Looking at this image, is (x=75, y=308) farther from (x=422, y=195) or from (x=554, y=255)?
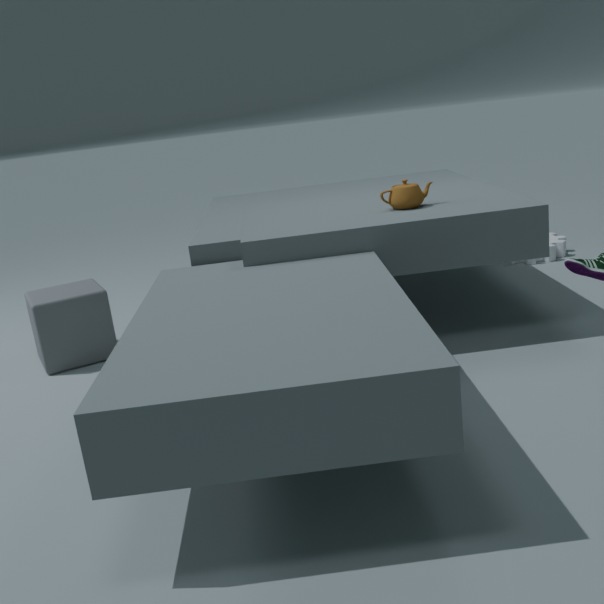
(x=554, y=255)
